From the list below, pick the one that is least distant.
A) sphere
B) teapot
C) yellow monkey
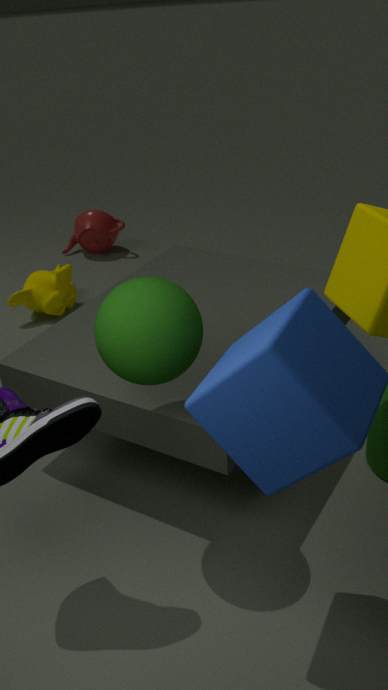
sphere
